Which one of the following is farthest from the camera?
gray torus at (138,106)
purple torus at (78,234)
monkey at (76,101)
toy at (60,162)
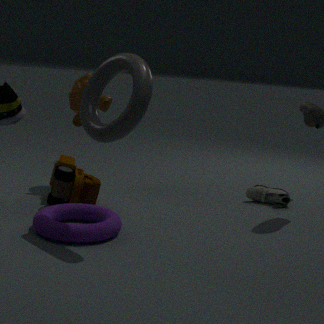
monkey at (76,101)
